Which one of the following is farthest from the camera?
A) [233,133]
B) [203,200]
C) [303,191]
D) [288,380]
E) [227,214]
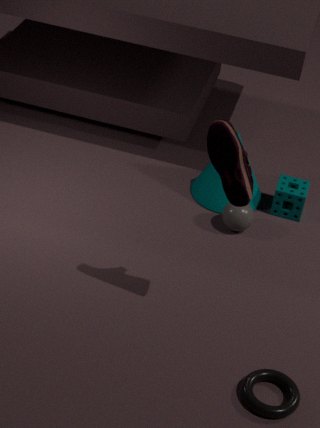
[203,200]
